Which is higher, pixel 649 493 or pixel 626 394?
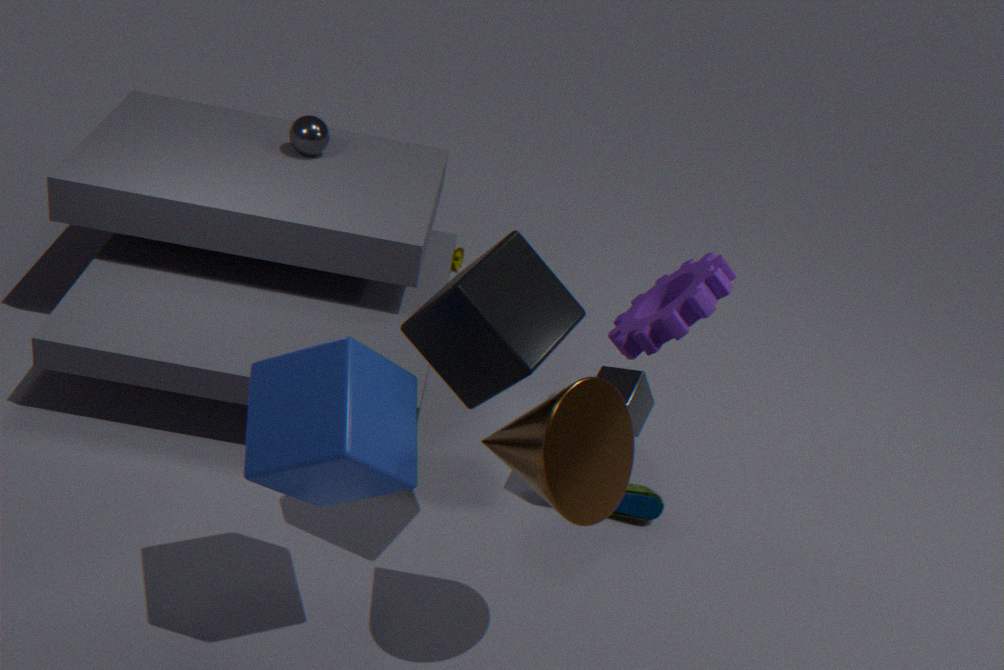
pixel 626 394
